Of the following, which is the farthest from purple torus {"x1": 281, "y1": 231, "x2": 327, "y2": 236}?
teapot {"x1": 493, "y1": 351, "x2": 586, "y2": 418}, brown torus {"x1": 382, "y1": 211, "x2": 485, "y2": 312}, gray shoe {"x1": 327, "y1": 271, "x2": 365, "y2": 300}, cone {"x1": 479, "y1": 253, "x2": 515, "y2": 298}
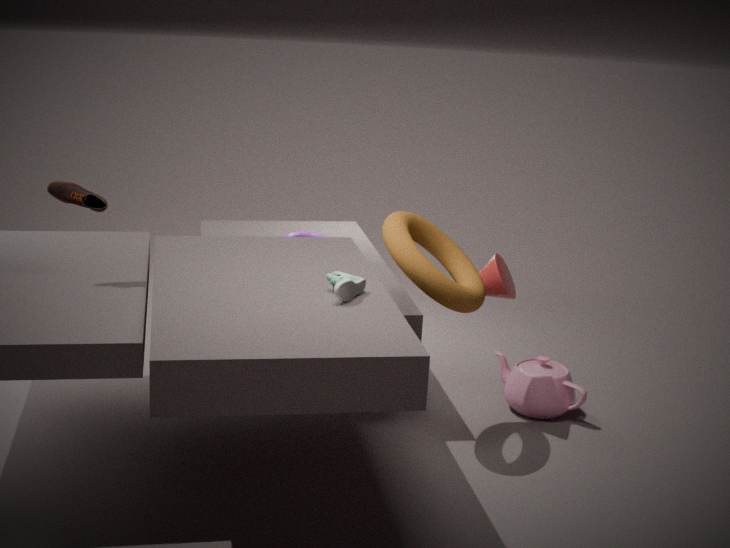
gray shoe {"x1": 327, "y1": 271, "x2": 365, "y2": 300}
